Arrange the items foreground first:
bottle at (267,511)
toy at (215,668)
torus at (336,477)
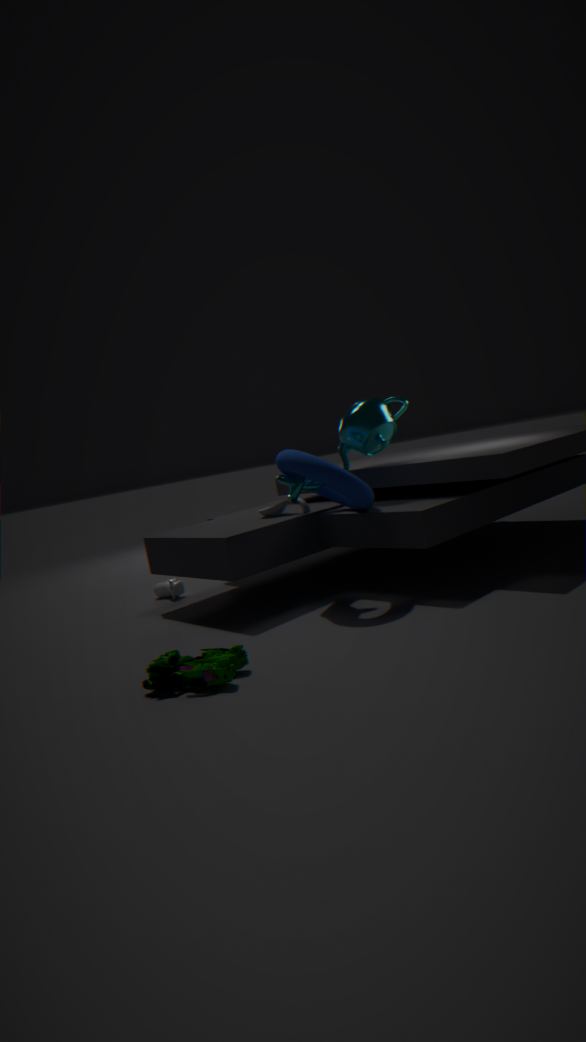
1. toy at (215,668)
2. torus at (336,477)
3. bottle at (267,511)
